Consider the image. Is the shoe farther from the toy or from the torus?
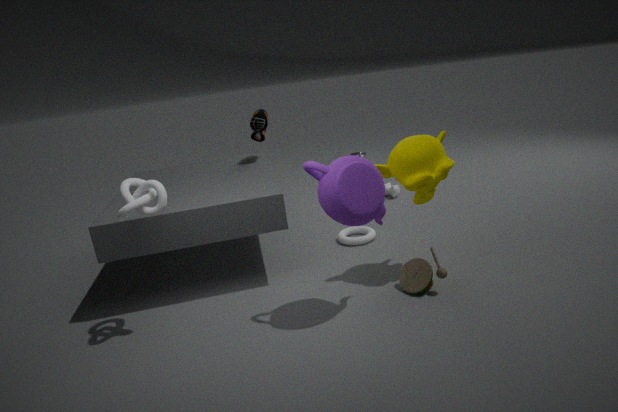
the toy
